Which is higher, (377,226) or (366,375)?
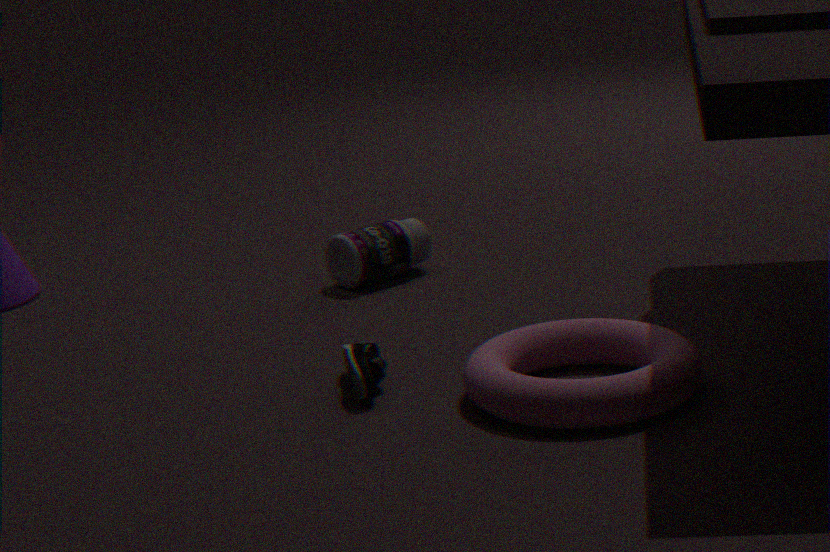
(377,226)
